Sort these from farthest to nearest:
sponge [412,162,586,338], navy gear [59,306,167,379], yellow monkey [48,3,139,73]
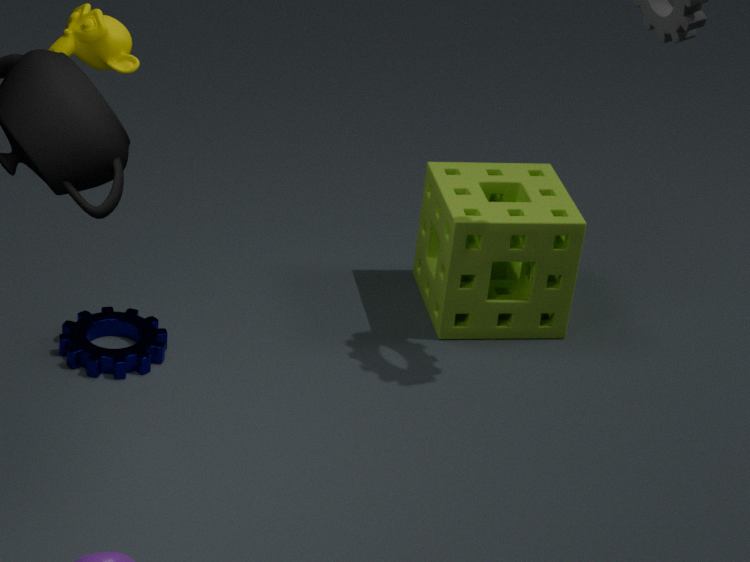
sponge [412,162,586,338]
navy gear [59,306,167,379]
yellow monkey [48,3,139,73]
